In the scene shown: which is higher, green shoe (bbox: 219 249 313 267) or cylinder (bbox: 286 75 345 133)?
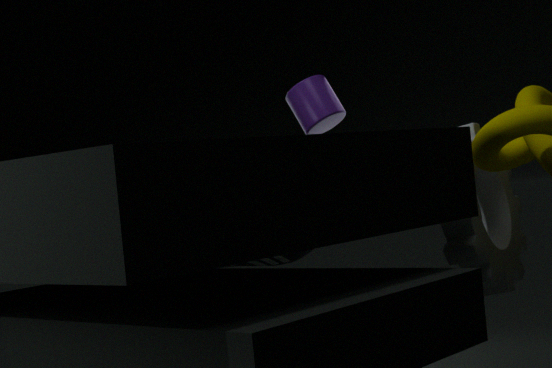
cylinder (bbox: 286 75 345 133)
